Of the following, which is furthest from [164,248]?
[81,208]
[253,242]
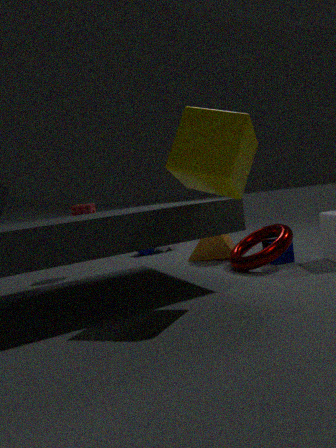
[253,242]
